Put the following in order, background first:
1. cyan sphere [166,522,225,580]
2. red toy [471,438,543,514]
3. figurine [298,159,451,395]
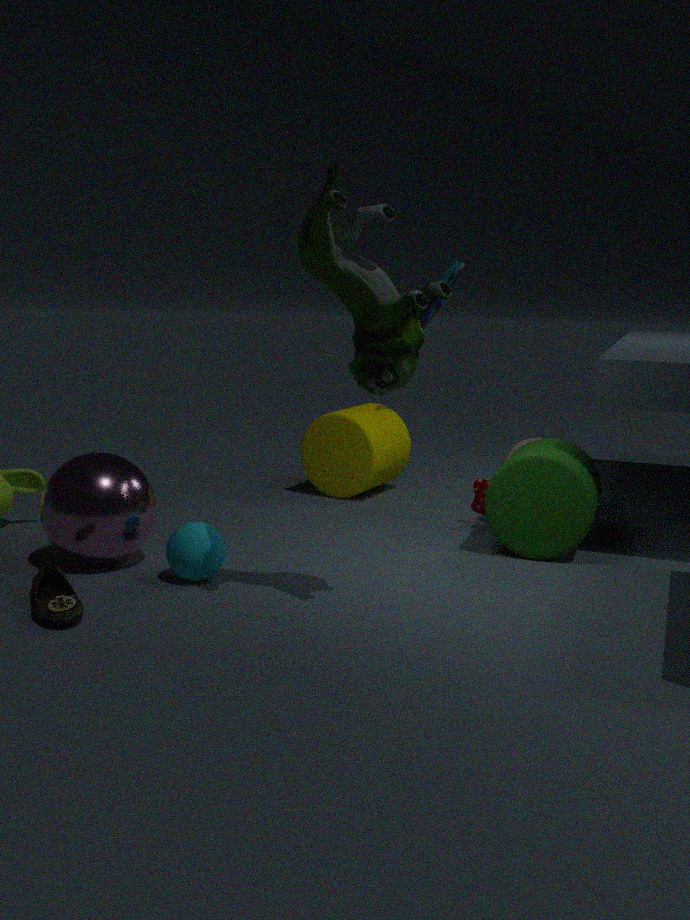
red toy [471,438,543,514] < cyan sphere [166,522,225,580] < figurine [298,159,451,395]
